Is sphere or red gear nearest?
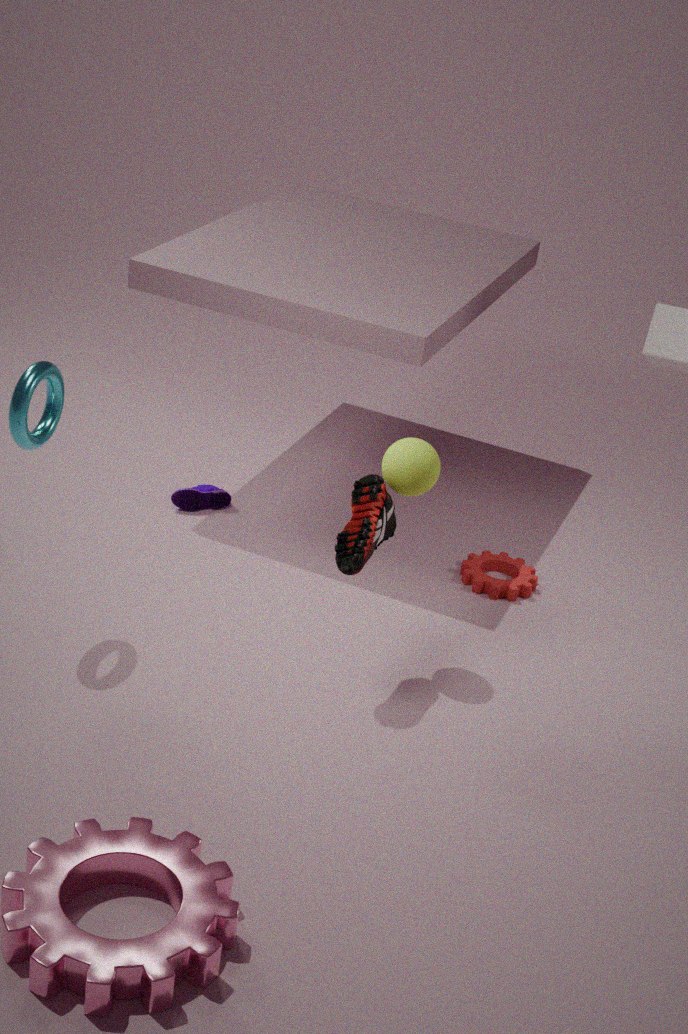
sphere
